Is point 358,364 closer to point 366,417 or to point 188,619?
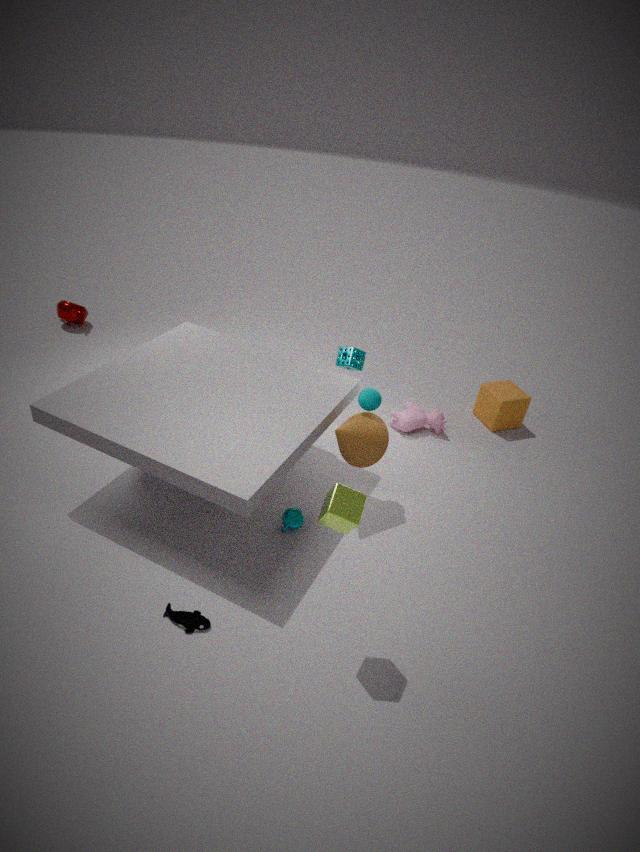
point 366,417
